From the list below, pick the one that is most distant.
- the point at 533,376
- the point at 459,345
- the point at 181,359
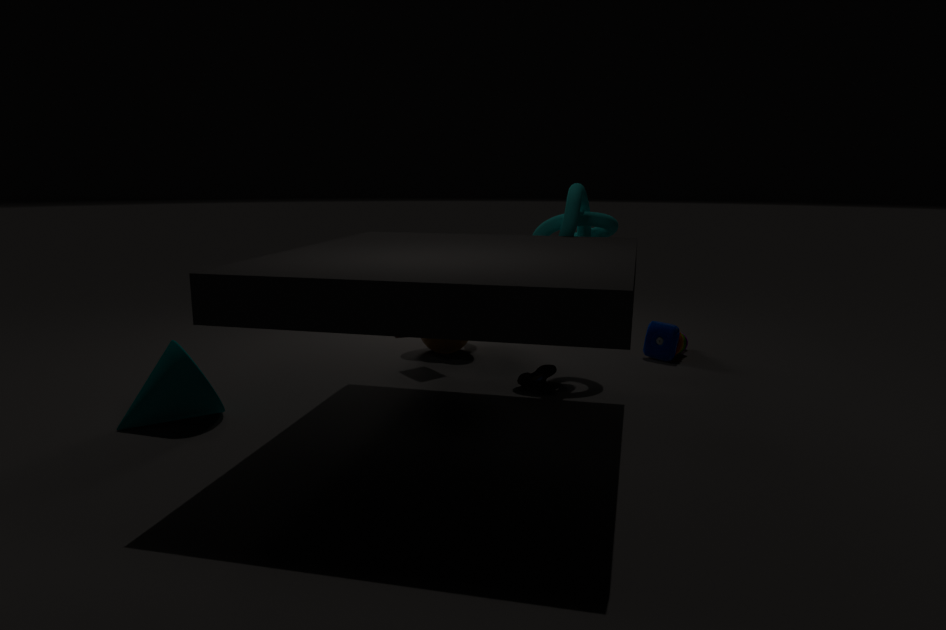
the point at 459,345
